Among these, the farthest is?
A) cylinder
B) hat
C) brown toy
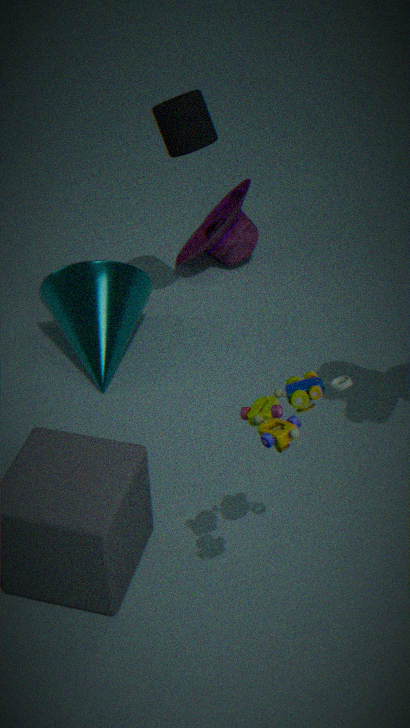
hat
